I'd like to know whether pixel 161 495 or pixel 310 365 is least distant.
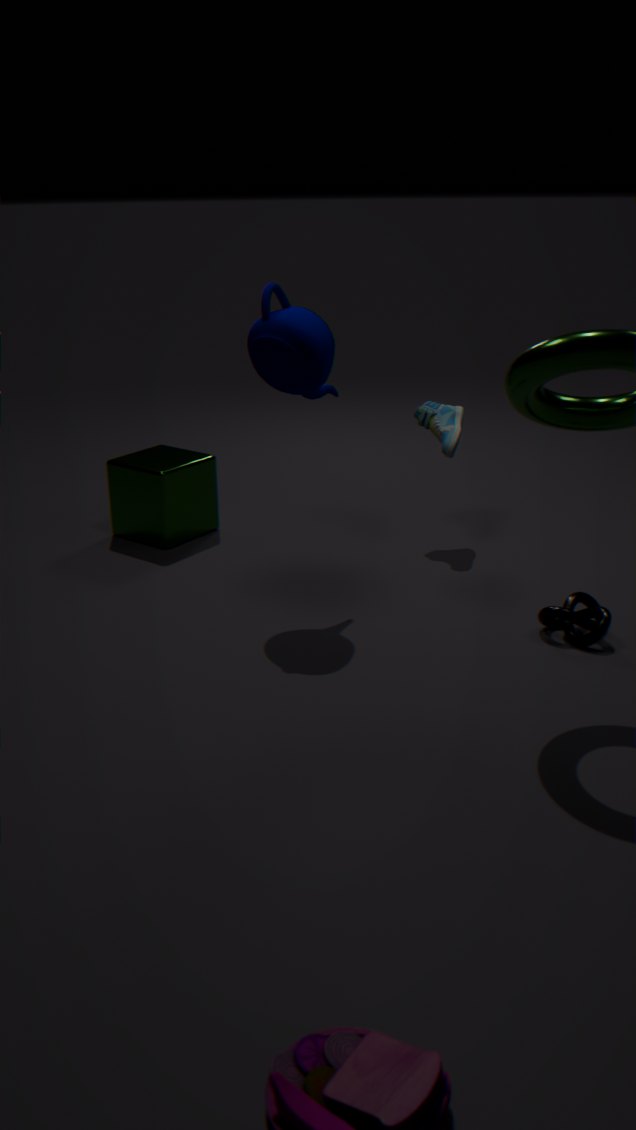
pixel 310 365
